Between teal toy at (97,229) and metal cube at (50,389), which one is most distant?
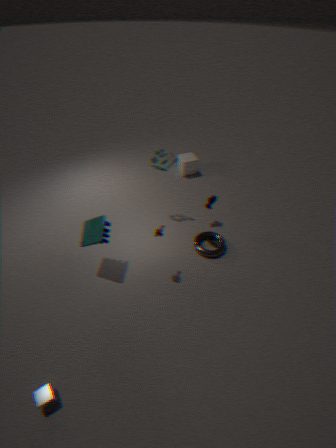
teal toy at (97,229)
